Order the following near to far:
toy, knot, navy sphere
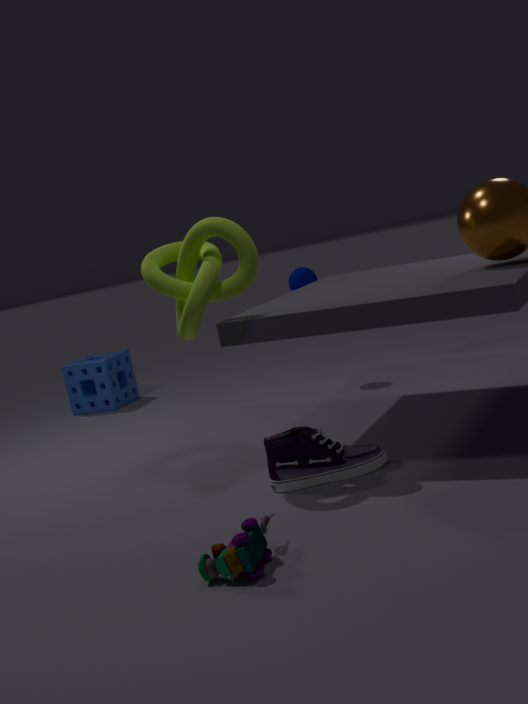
toy
knot
navy sphere
